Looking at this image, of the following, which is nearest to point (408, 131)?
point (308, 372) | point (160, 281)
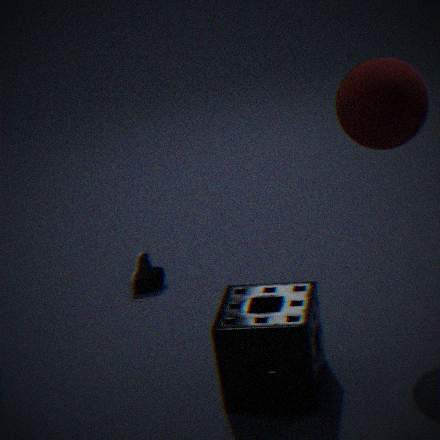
point (308, 372)
